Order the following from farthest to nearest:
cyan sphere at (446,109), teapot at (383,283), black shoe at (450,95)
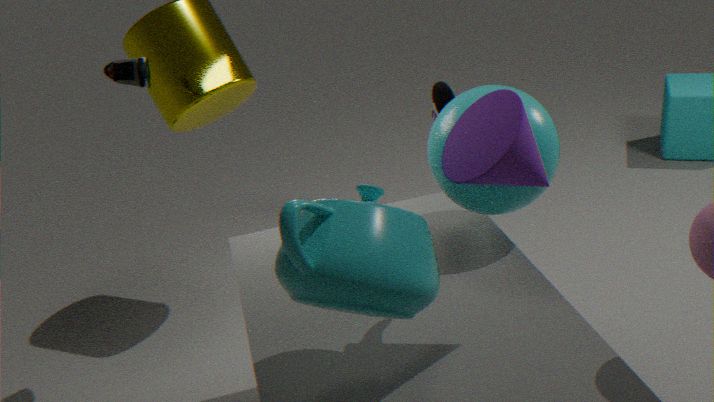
black shoe at (450,95) < cyan sphere at (446,109) < teapot at (383,283)
